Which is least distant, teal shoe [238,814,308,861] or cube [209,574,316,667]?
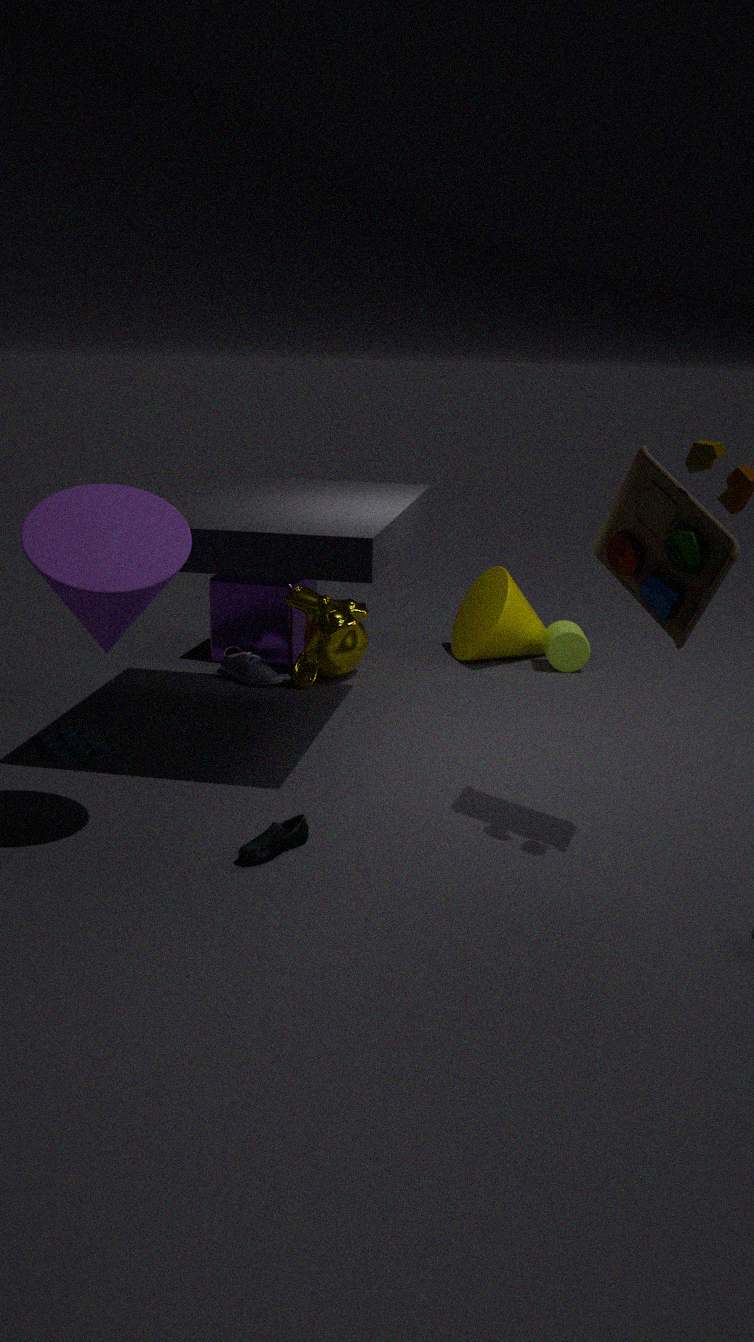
teal shoe [238,814,308,861]
